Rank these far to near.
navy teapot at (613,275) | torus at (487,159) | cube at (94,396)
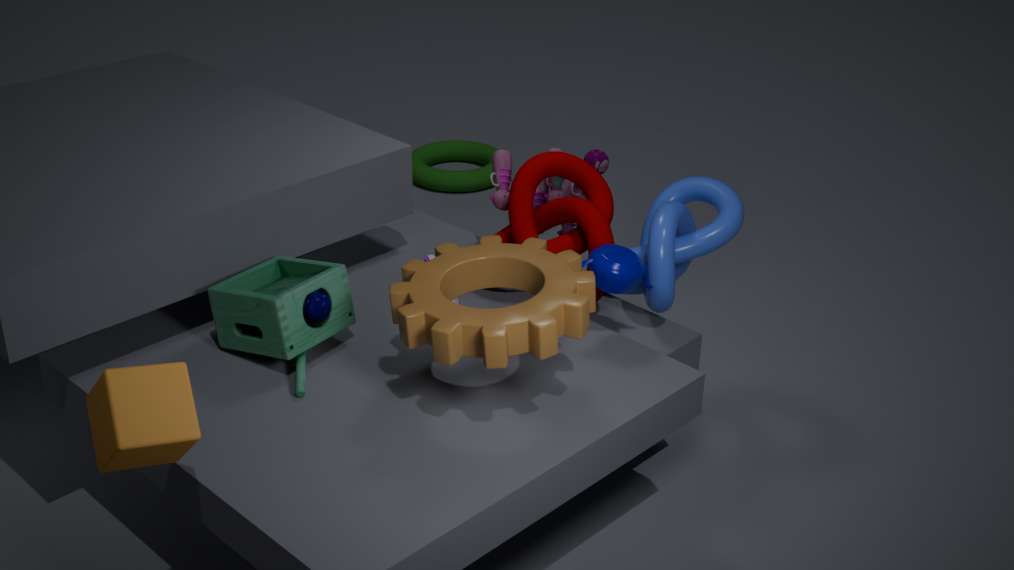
torus at (487,159)
navy teapot at (613,275)
cube at (94,396)
